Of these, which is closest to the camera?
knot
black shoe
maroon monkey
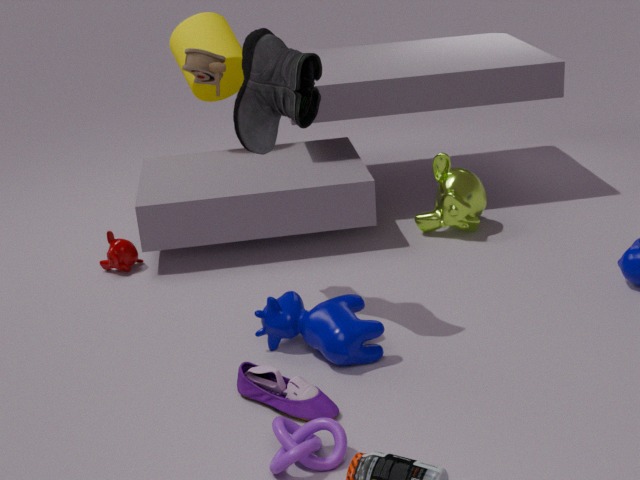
knot
